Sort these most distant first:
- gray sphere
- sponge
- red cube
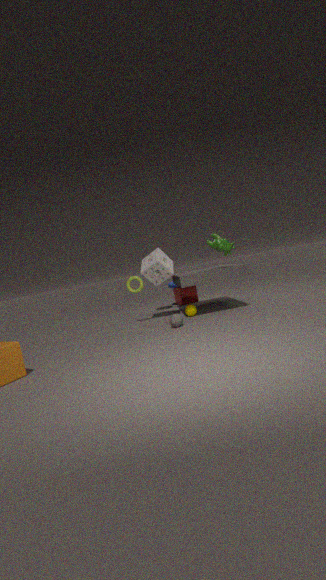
1. red cube
2. sponge
3. gray sphere
